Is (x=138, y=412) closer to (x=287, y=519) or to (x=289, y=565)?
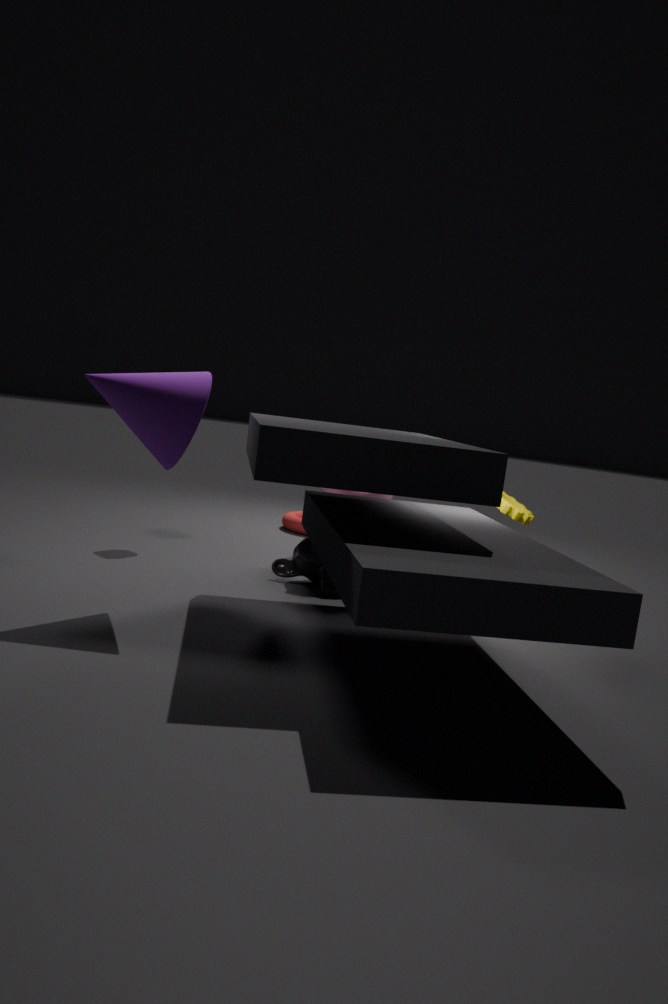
(x=289, y=565)
